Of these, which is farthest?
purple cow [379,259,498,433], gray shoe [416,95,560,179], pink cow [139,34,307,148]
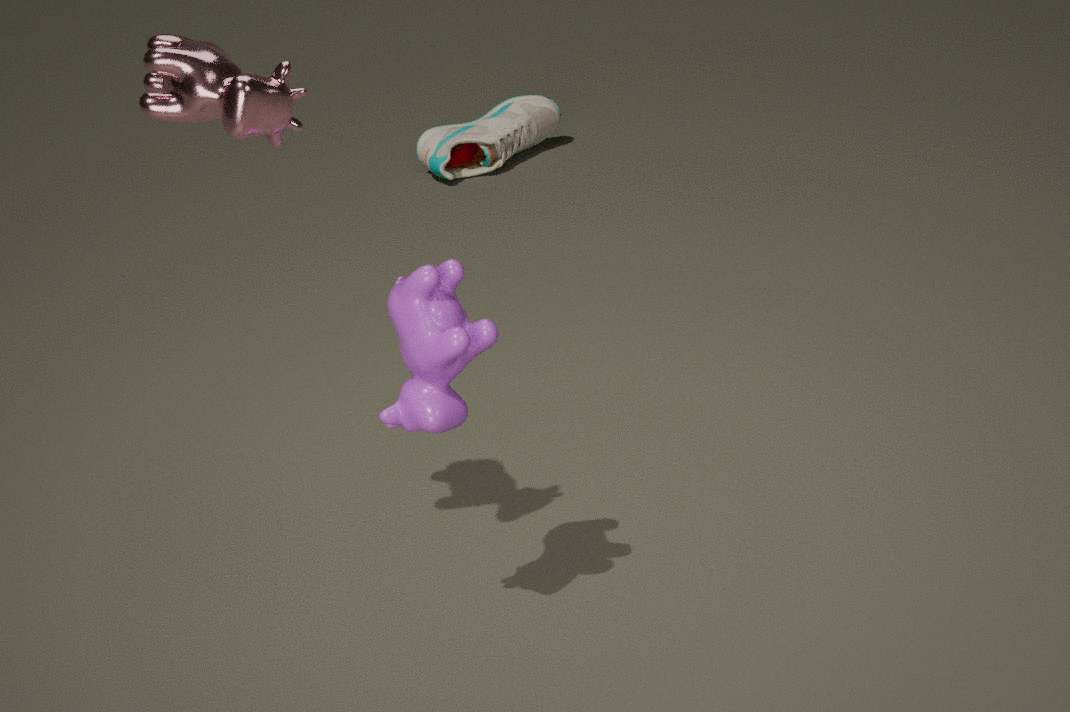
gray shoe [416,95,560,179]
